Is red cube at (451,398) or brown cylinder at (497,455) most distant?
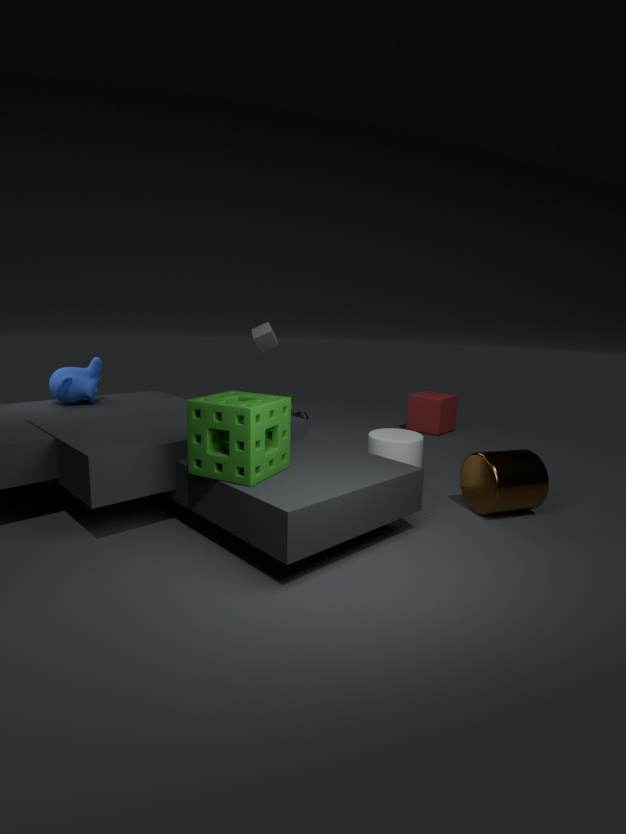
red cube at (451,398)
